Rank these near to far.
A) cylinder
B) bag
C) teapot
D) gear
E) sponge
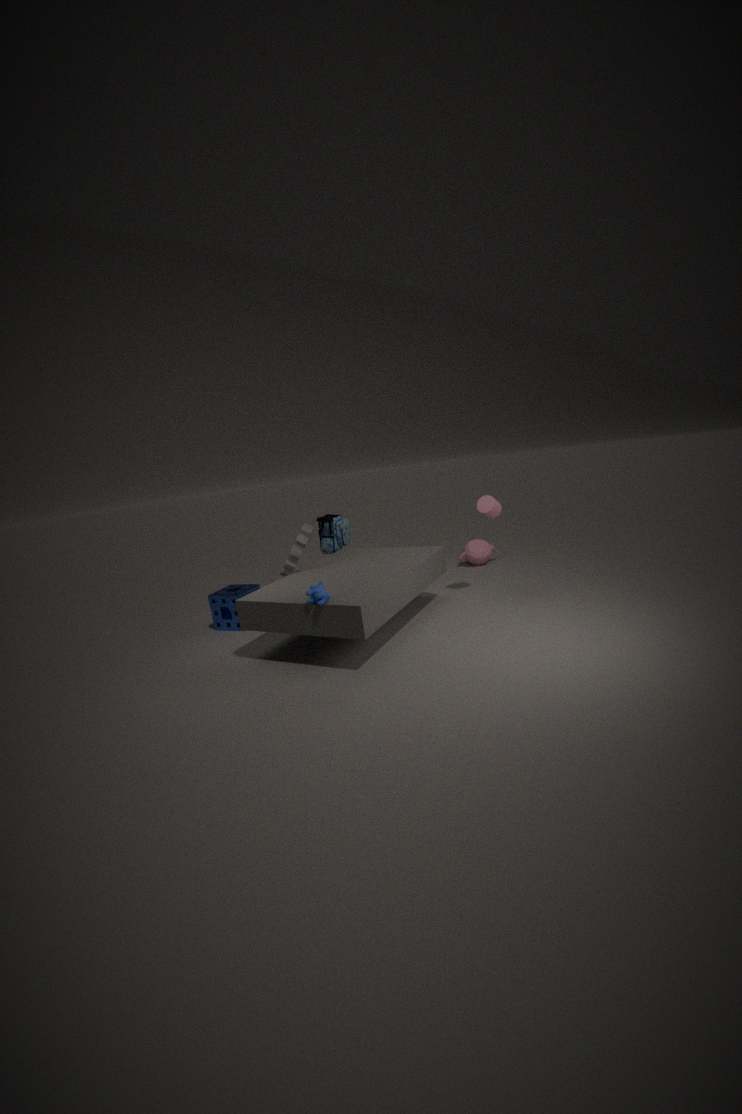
D. gear, A. cylinder, E. sponge, B. bag, C. teapot
